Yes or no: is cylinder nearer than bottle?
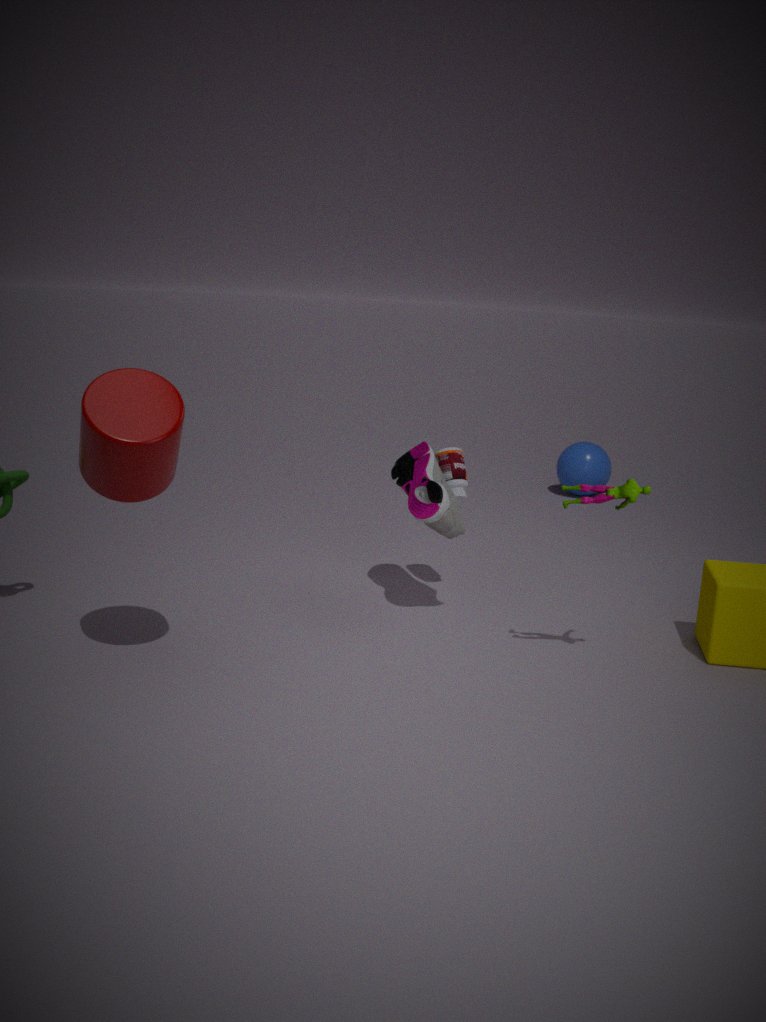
Yes
